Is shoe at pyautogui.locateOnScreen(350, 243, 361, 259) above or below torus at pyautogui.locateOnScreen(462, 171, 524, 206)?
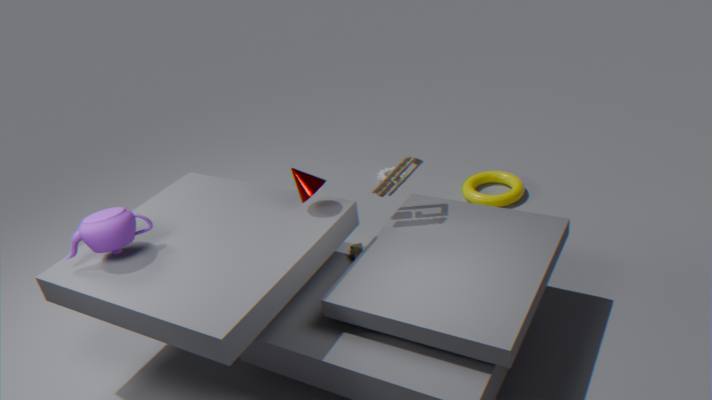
above
